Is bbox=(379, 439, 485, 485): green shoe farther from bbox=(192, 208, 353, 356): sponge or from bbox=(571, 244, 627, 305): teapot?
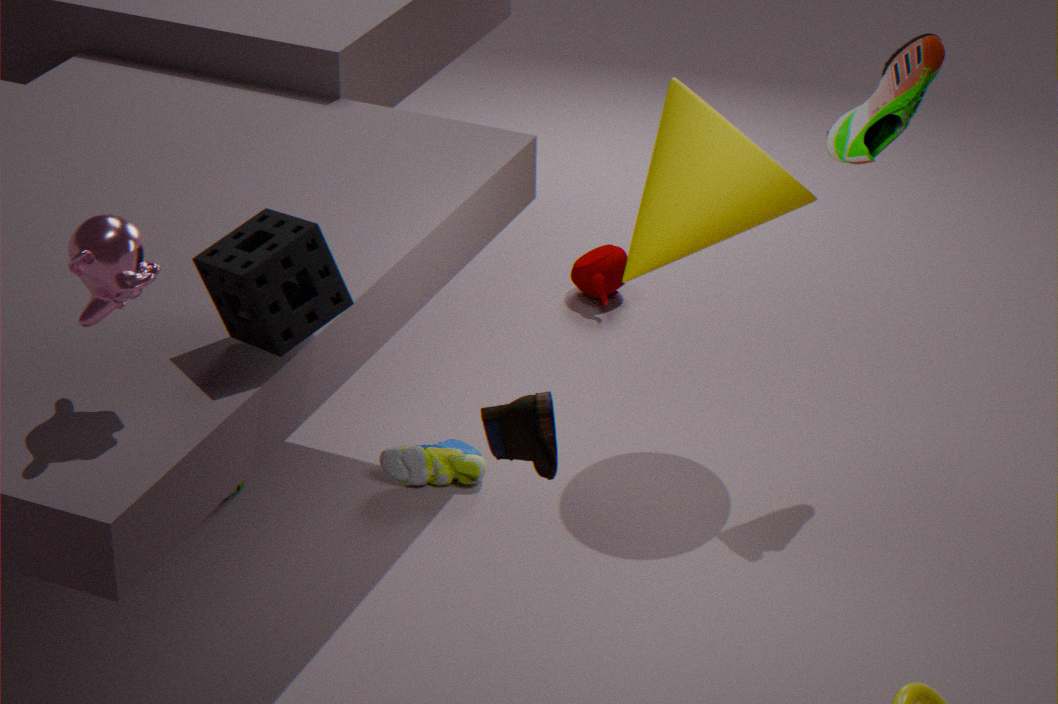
bbox=(192, 208, 353, 356): sponge
